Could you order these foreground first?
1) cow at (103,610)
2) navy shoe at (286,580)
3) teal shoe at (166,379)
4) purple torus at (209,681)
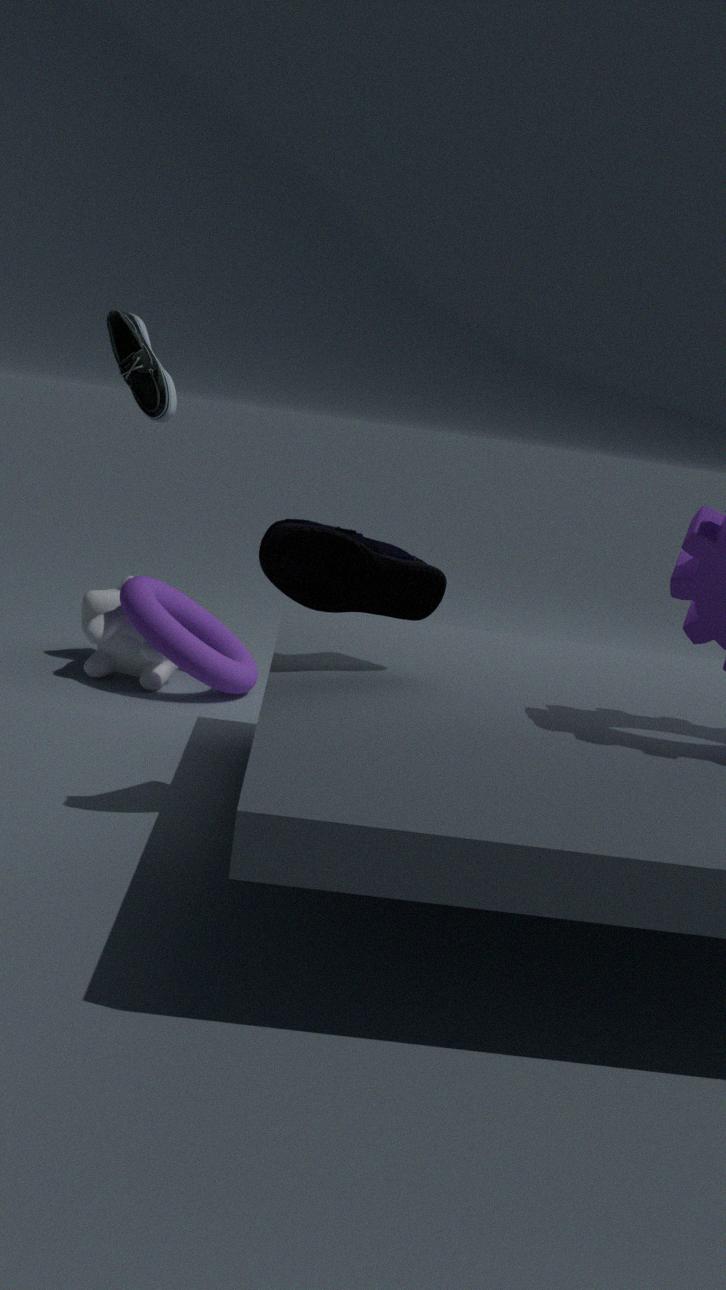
2. navy shoe at (286,580)
3. teal shoe at (166,379)
4. purple torus at (209,681)
1. cow at (103,610)
